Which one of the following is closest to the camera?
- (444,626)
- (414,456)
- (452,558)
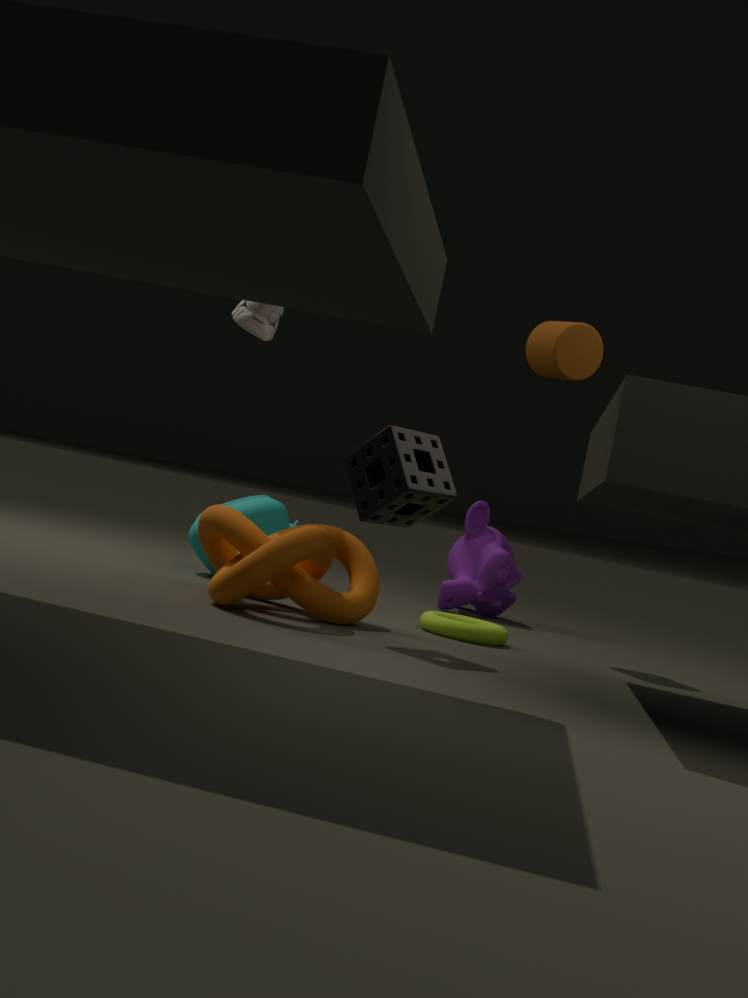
(414,456)
